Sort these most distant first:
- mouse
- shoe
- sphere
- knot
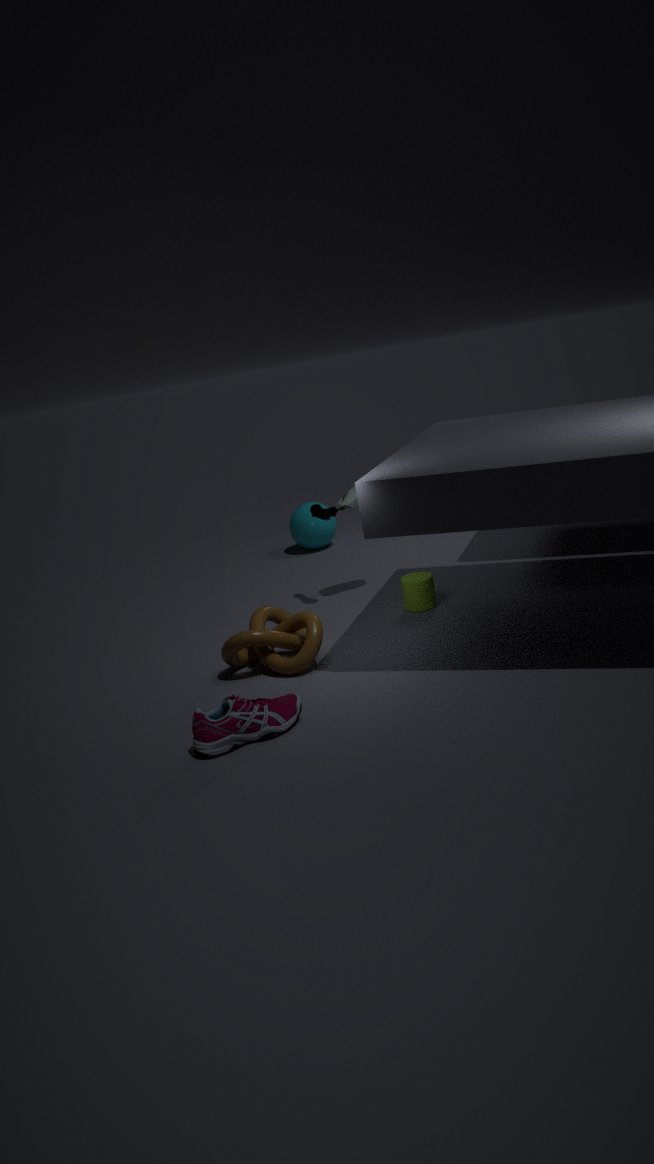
sphere
mouse
knot
shoe
